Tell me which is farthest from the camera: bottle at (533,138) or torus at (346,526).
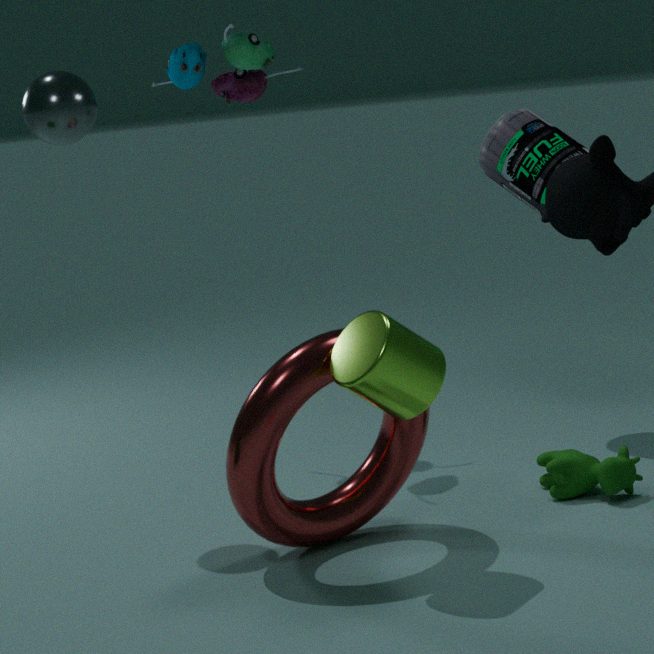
bottle at (533,138)
